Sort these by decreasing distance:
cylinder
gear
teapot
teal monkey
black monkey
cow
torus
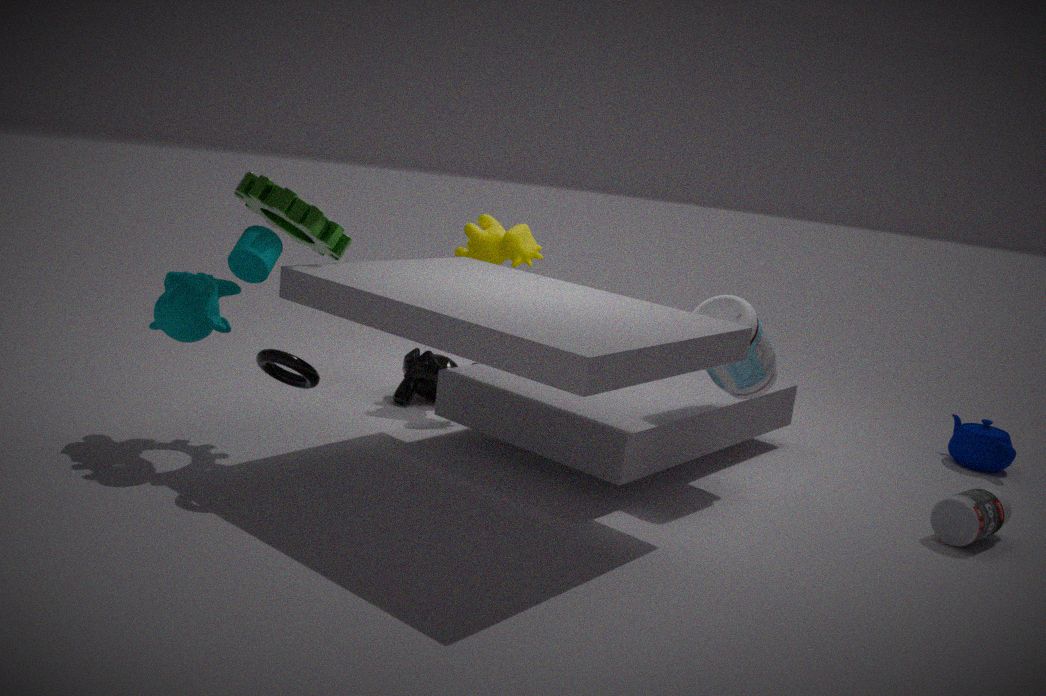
1. teapot
2. black monkey
3. cow
4. teal monkey
5. gear
6. cylinder
7. torus
